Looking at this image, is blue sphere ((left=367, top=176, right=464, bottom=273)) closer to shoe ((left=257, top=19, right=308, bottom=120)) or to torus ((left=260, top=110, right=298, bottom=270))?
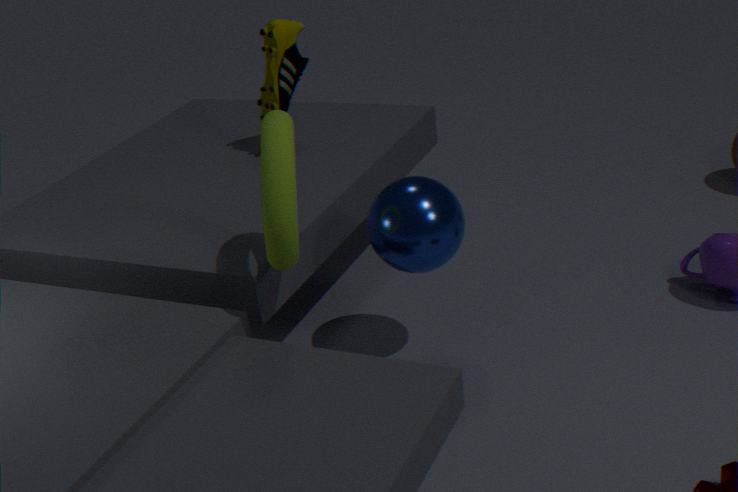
torus ((left=260, top=110, right=298, bottom=270))
